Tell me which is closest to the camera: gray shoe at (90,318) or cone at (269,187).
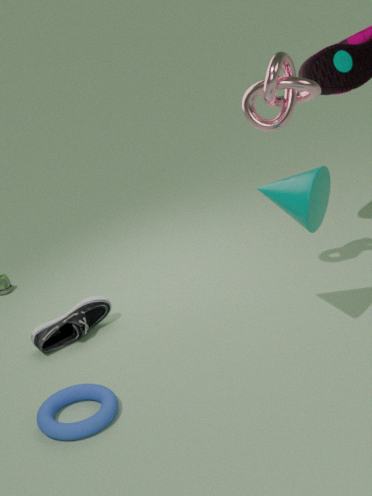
cone at (269,187)
